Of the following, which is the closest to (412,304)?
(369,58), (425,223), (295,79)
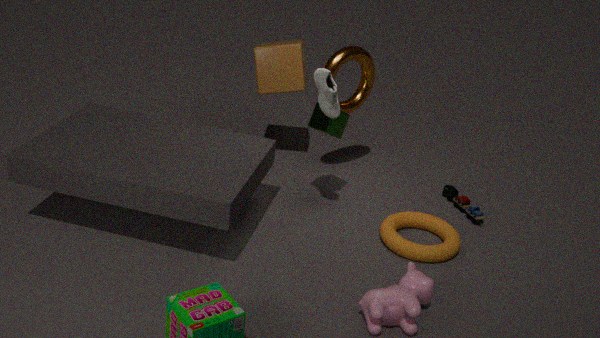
(425,223)
